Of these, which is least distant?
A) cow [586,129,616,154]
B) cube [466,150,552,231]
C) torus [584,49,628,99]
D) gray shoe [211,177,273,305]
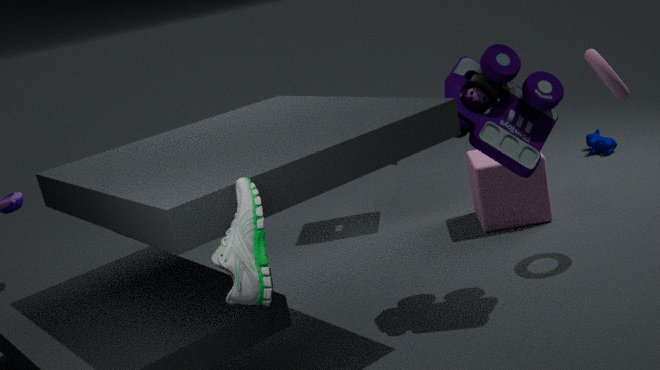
gray shoe [211,177,273,305]
